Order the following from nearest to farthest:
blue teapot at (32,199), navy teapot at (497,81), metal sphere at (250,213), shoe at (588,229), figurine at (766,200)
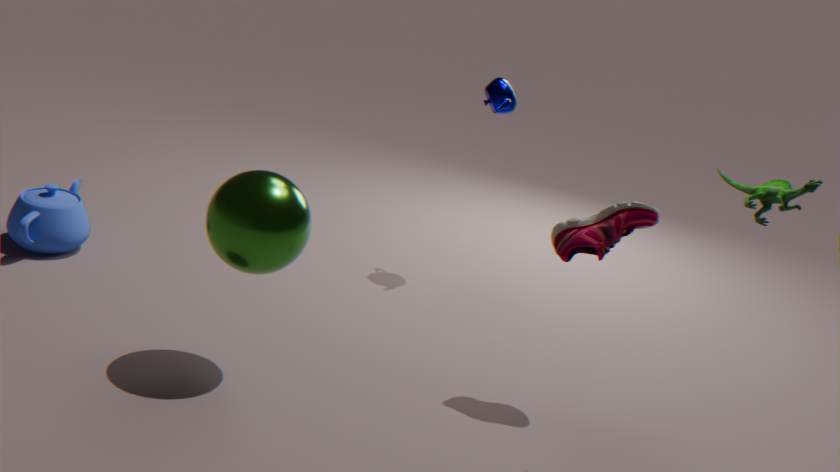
figurine at (766,200), metal sphere at (250,213), shoe at (588,229), blue teapot at (32,199), navy teapot at (497,81)
